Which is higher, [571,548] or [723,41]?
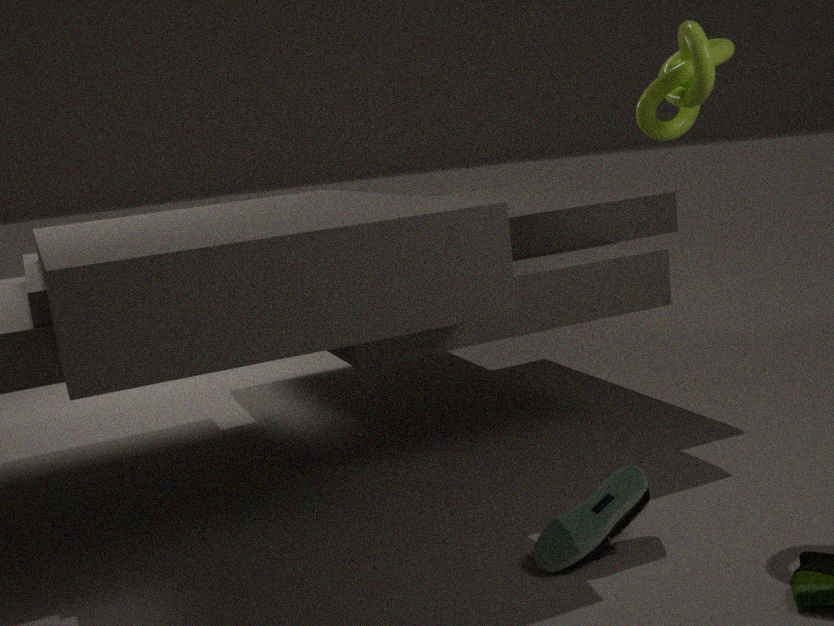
[723,41]
